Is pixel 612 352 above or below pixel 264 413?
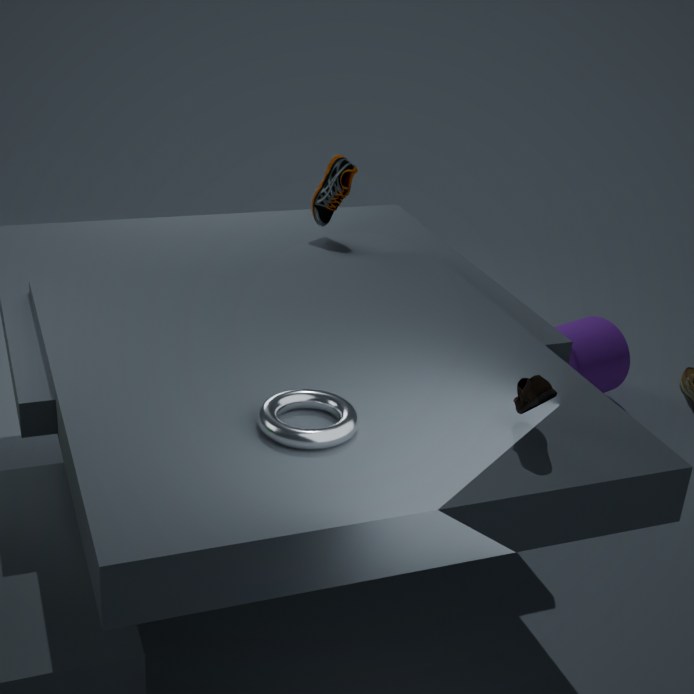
below
